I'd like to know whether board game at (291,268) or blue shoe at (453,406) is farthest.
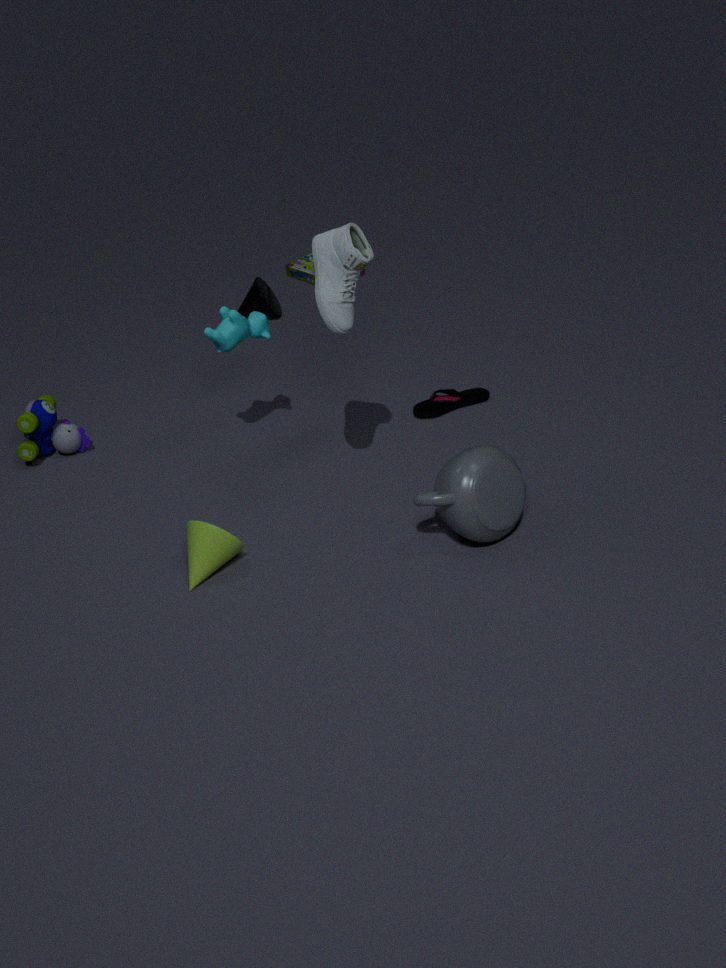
board game at (291,268)
